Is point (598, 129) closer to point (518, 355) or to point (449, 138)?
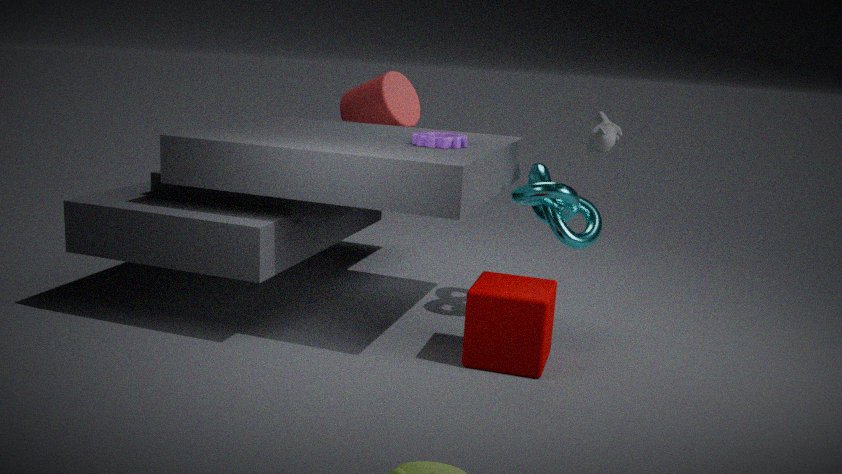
point (449, 138)
